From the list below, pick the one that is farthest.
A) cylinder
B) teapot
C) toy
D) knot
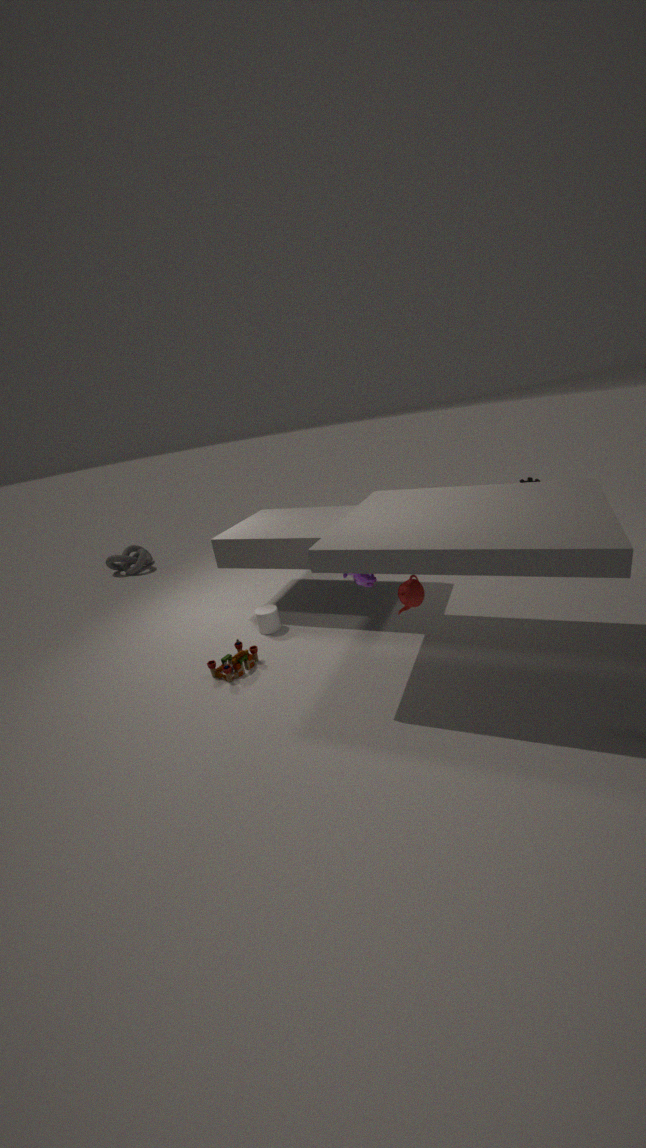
knot
